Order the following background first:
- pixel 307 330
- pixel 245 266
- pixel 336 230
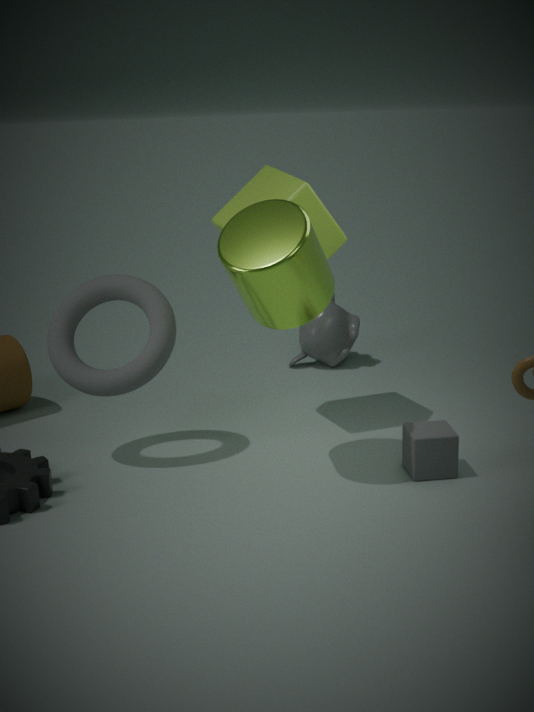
pixel 307 330, pixel 336 230, pixel 245 266
